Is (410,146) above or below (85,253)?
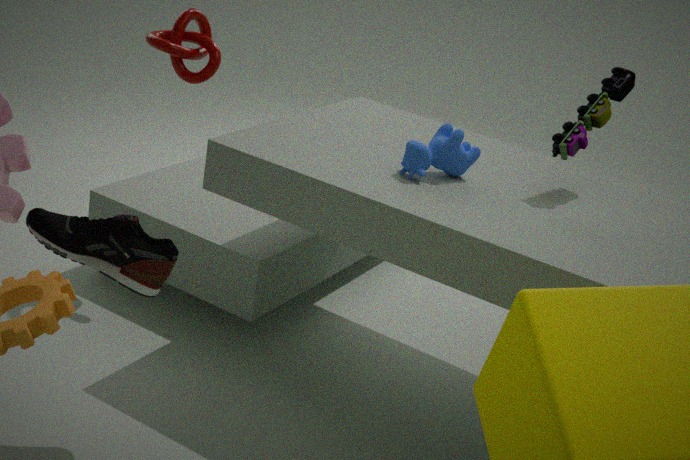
above
